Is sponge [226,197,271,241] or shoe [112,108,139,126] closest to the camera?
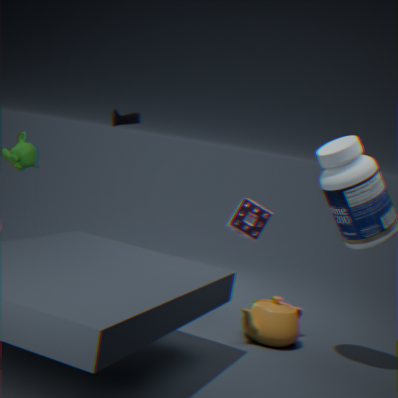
sponge [226,197,271,241]
